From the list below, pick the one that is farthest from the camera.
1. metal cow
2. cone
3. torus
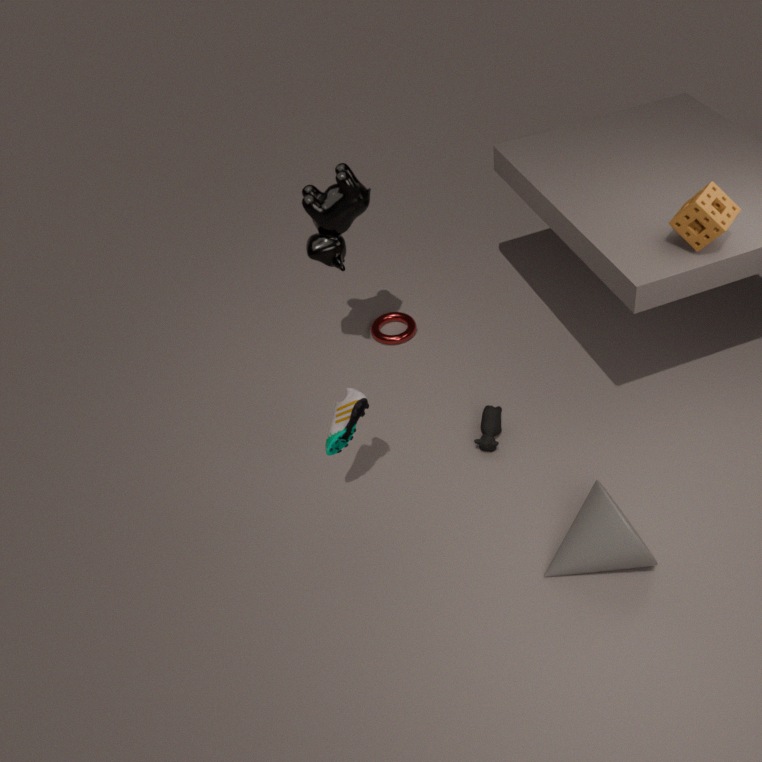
torus
